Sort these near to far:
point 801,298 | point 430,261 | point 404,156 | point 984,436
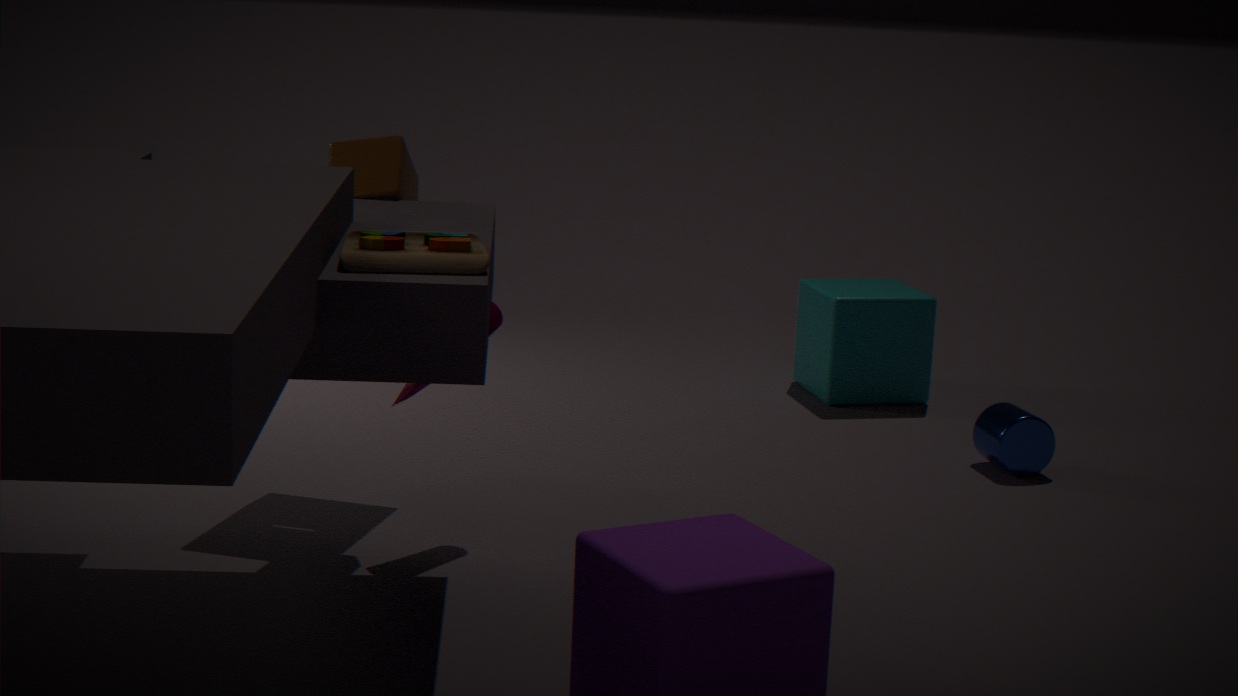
point 430,261, point 404,156, point 984,436, point 801,298
